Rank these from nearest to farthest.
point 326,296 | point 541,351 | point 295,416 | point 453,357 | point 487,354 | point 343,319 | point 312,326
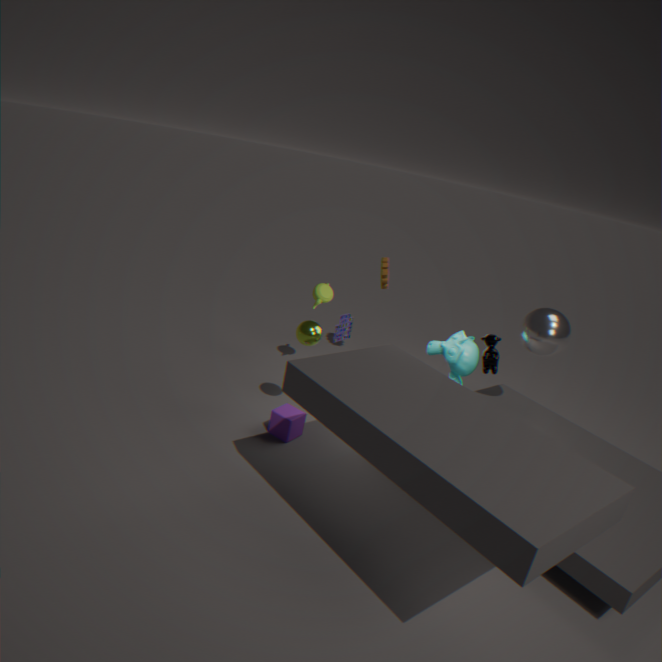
A: point 487,354 < point 312,326 < point 295,416 < point 541,351 < point 453,357 < point 343,319 < point 326,296
